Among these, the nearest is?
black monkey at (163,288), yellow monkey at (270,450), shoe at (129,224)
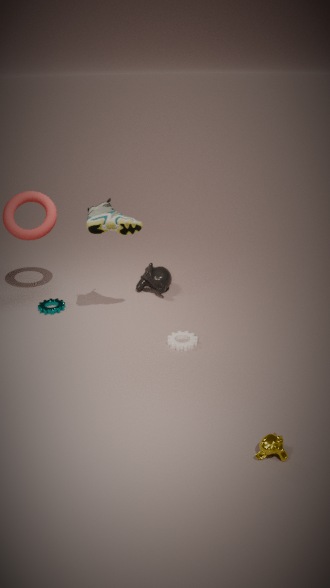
yellow monkey at (270,450)
